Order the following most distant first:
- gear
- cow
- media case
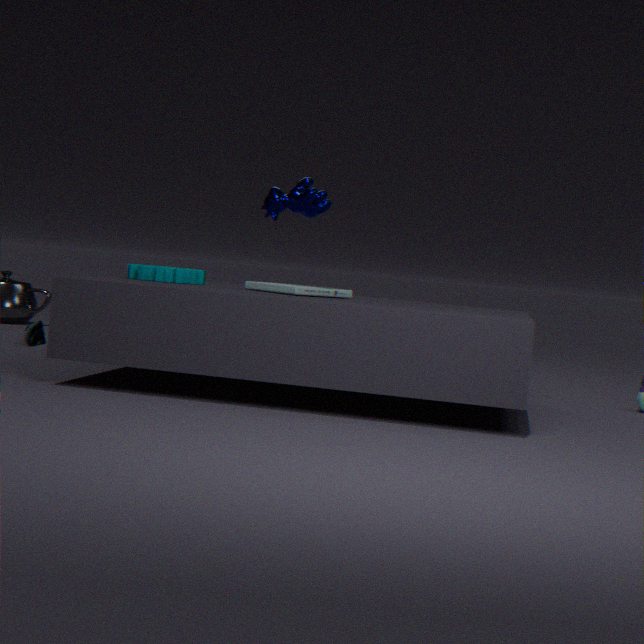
cow, gear, media case
